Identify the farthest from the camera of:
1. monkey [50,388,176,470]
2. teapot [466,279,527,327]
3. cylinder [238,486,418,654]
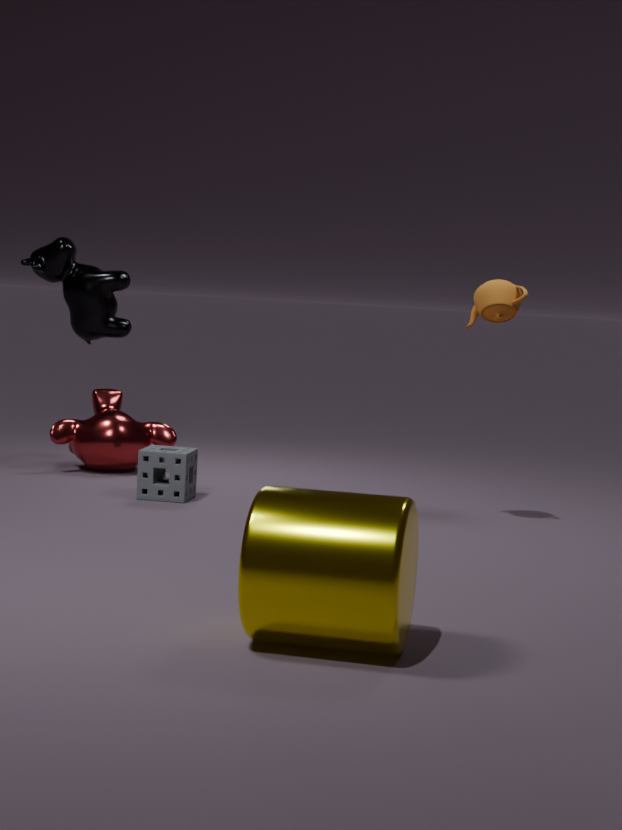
monkey [50,388,176,470]
